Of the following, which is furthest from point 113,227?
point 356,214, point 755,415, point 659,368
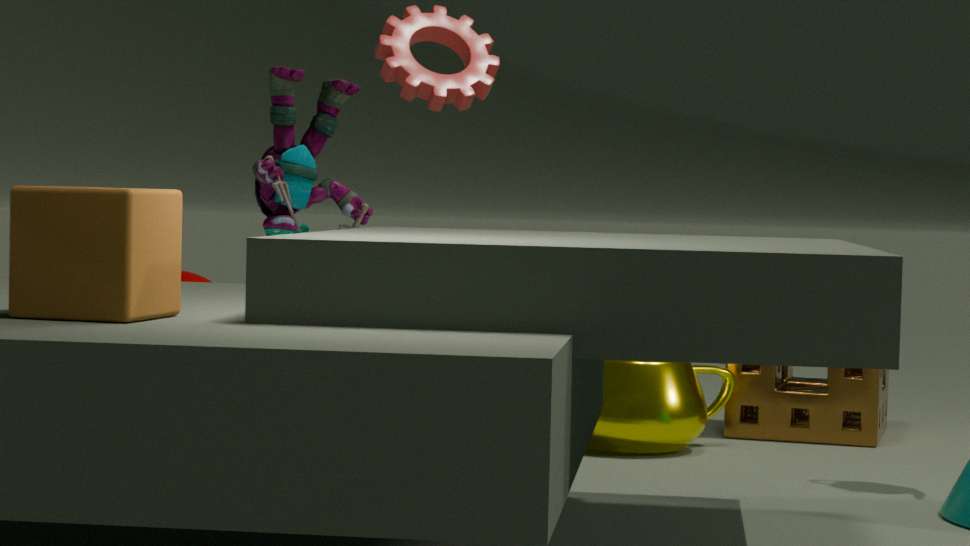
point 755,415
